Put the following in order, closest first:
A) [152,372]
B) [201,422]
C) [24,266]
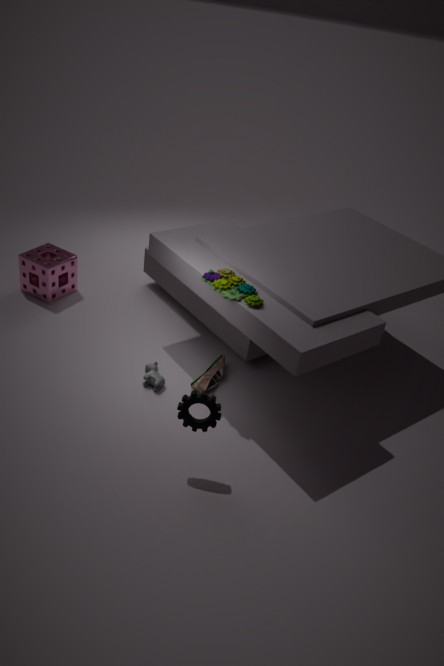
[201,422], [152,372], [24,266]
